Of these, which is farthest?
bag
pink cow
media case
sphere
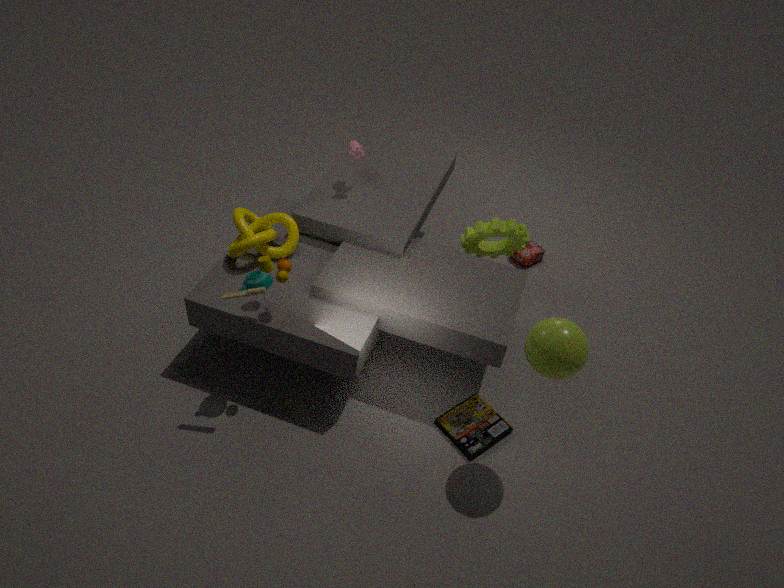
bag
